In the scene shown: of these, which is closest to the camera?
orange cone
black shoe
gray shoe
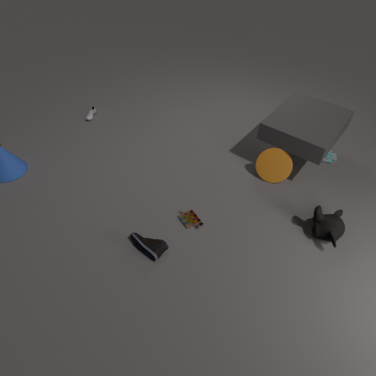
black shoe
